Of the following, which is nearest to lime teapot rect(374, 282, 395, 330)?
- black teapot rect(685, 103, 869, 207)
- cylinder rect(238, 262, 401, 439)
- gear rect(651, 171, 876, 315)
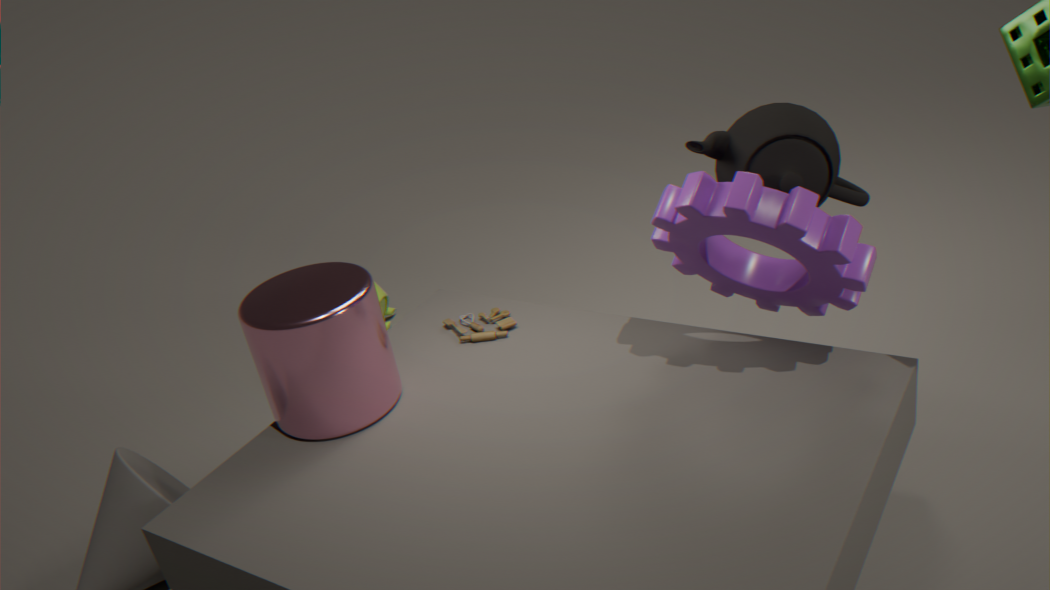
cylinder rect(238, 262, 401, 439)
